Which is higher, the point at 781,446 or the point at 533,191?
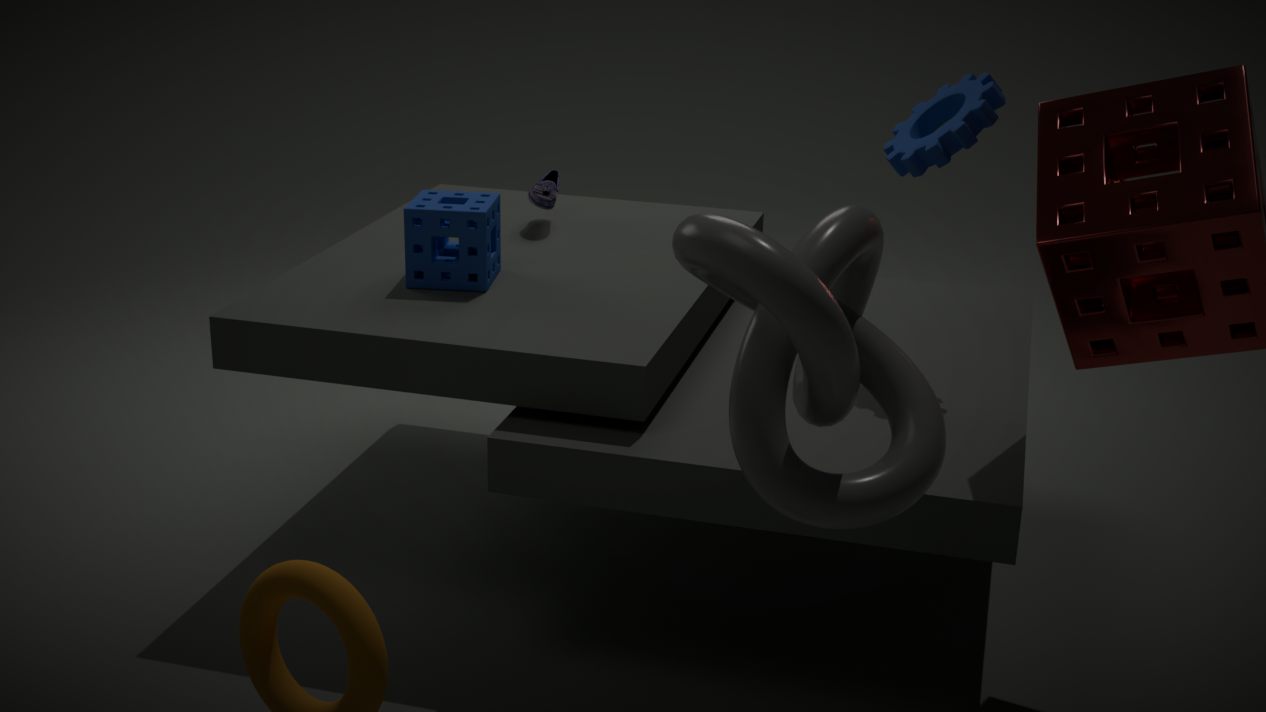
the point at 781,446
